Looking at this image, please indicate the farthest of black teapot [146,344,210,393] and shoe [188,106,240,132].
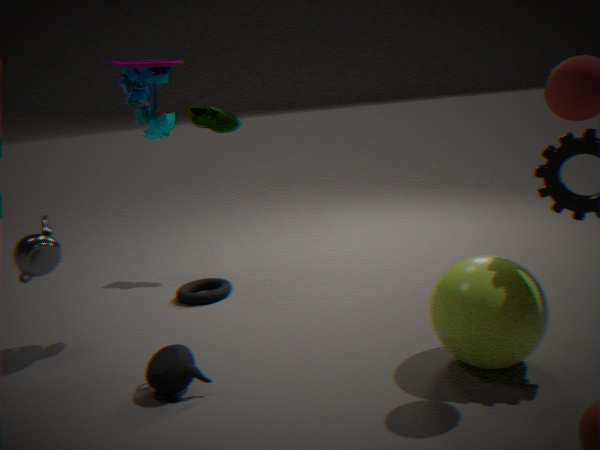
shoe [188,106,240,132]
